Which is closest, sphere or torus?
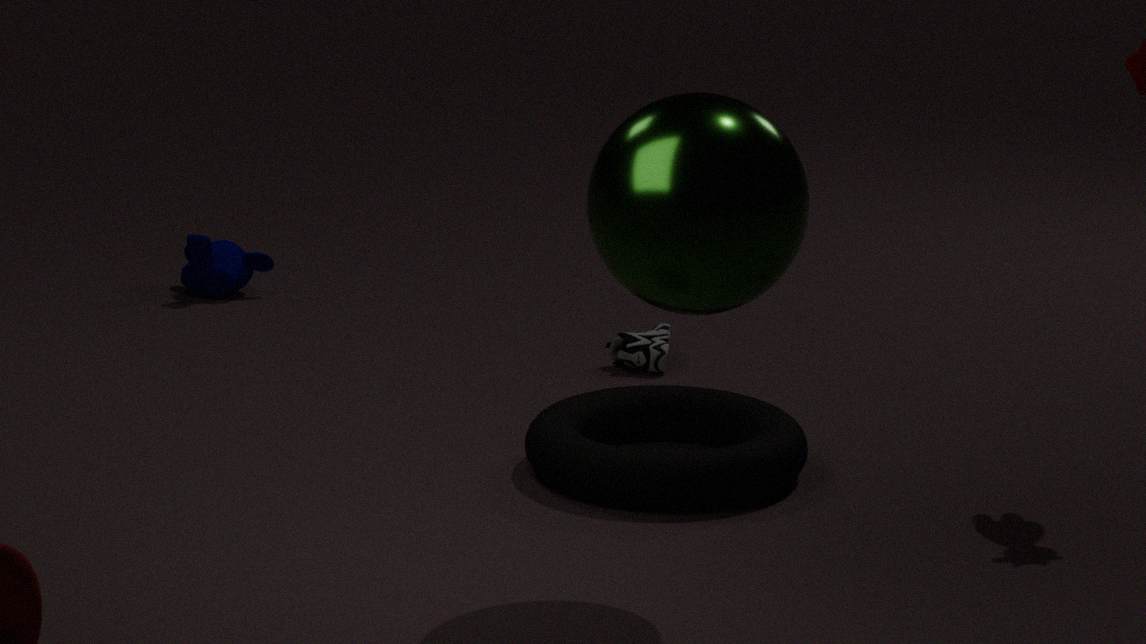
sphere
